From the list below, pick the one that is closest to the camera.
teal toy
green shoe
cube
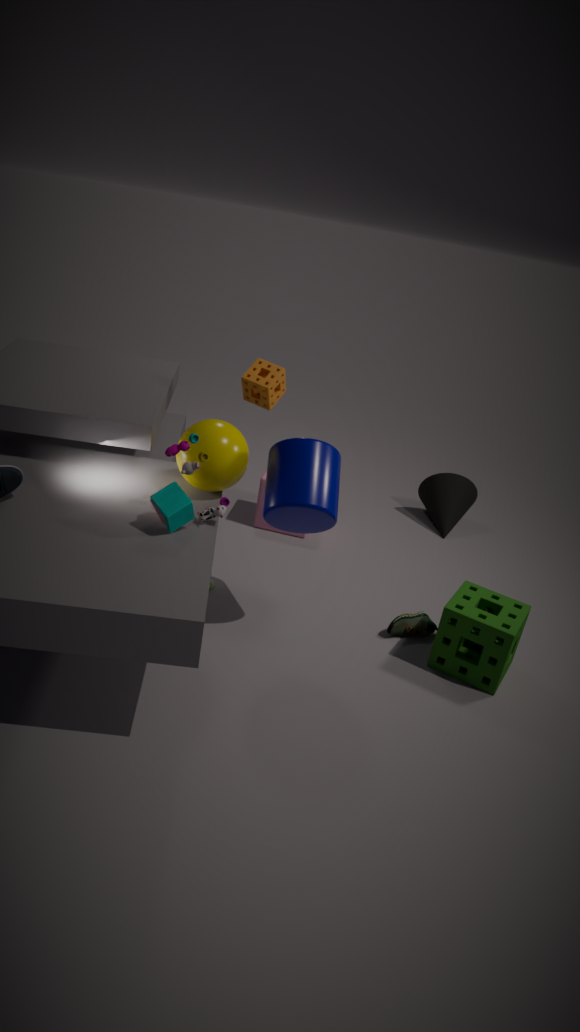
teal toy
